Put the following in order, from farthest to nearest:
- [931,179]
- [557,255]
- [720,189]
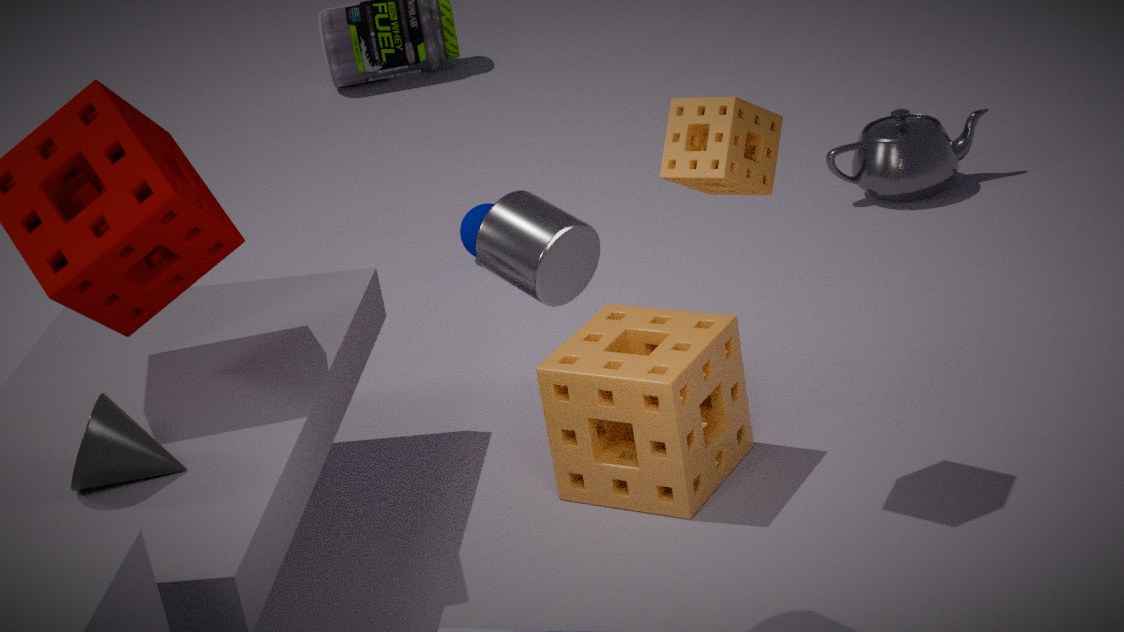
[931,179]
[720,189]
[557,255]
